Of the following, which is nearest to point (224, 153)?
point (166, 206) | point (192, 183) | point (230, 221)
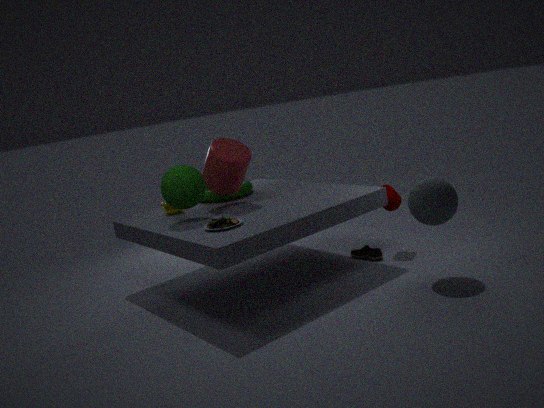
point (192, 183)
